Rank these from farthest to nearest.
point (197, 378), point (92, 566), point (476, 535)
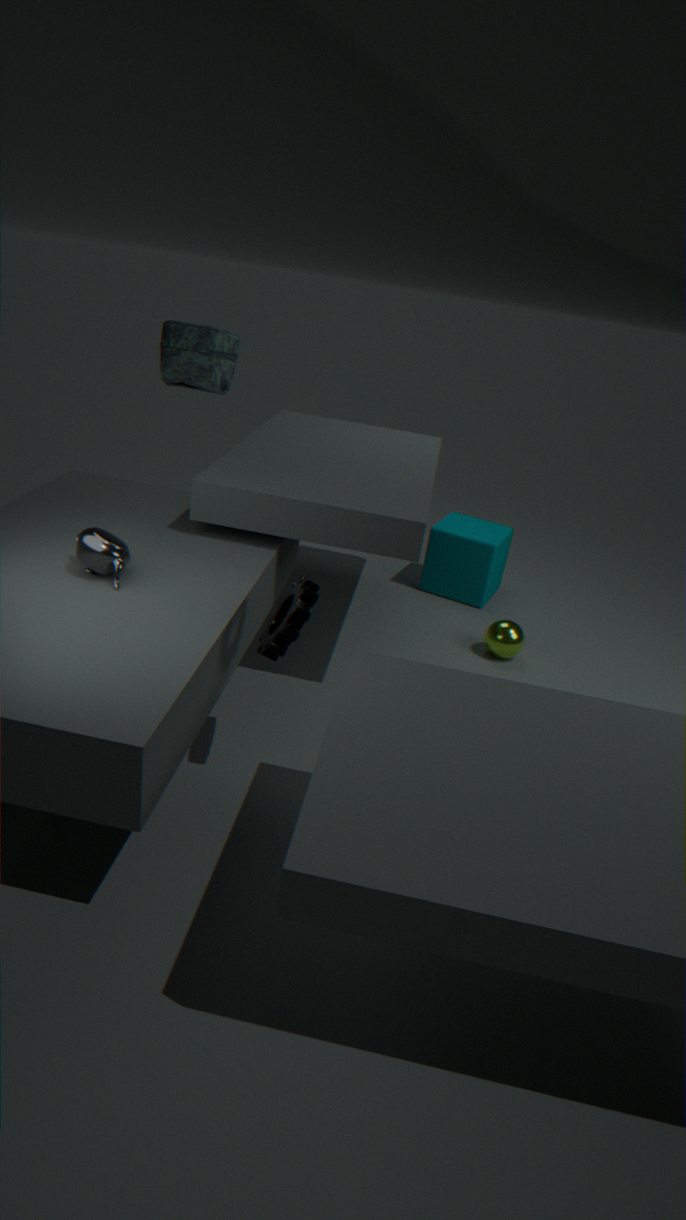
1. point (476, 535)
2. point (197, 378)
3. point (92, 566)
